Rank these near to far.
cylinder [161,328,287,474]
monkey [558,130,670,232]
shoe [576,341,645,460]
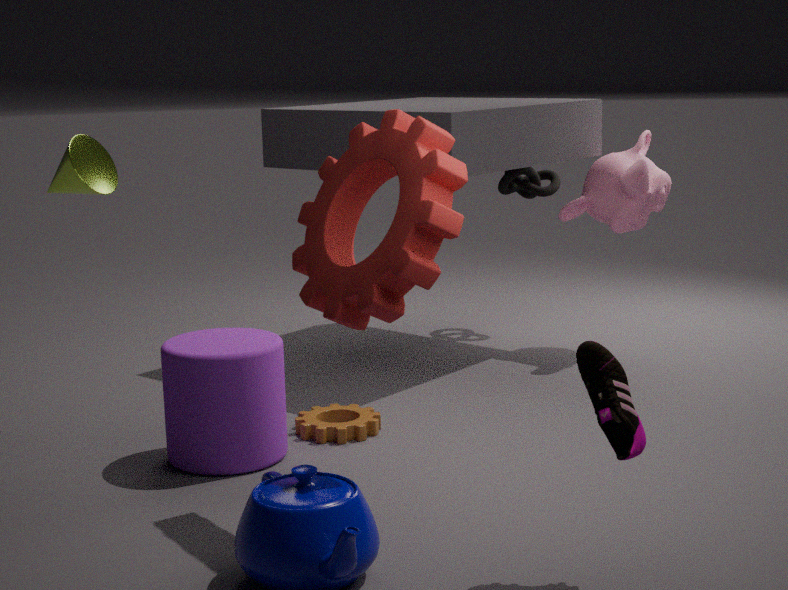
shoe [576,341,645,460] < cylinder [161,328,287,474] < monkey [558,130,670,232]
